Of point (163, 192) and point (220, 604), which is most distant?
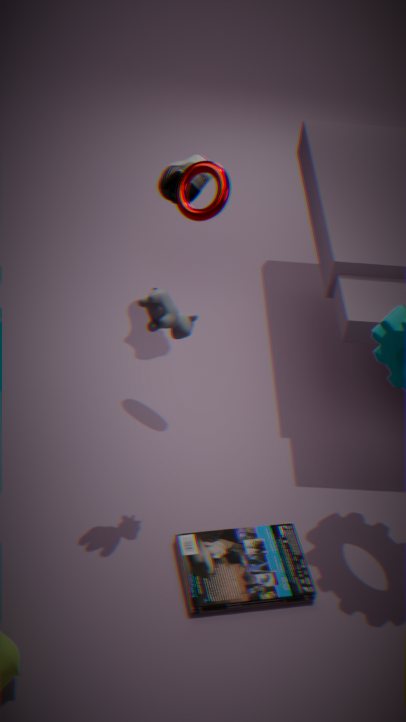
point (163, 192)
